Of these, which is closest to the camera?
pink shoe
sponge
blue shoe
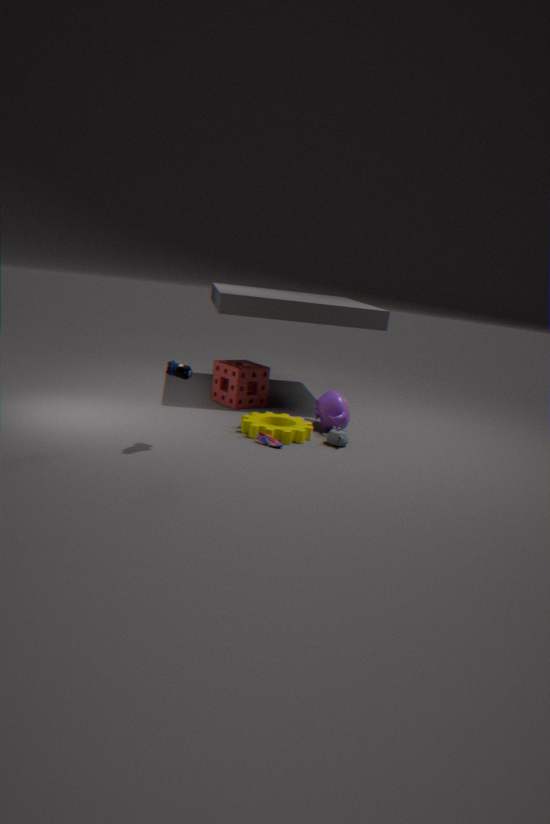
blue shoe
